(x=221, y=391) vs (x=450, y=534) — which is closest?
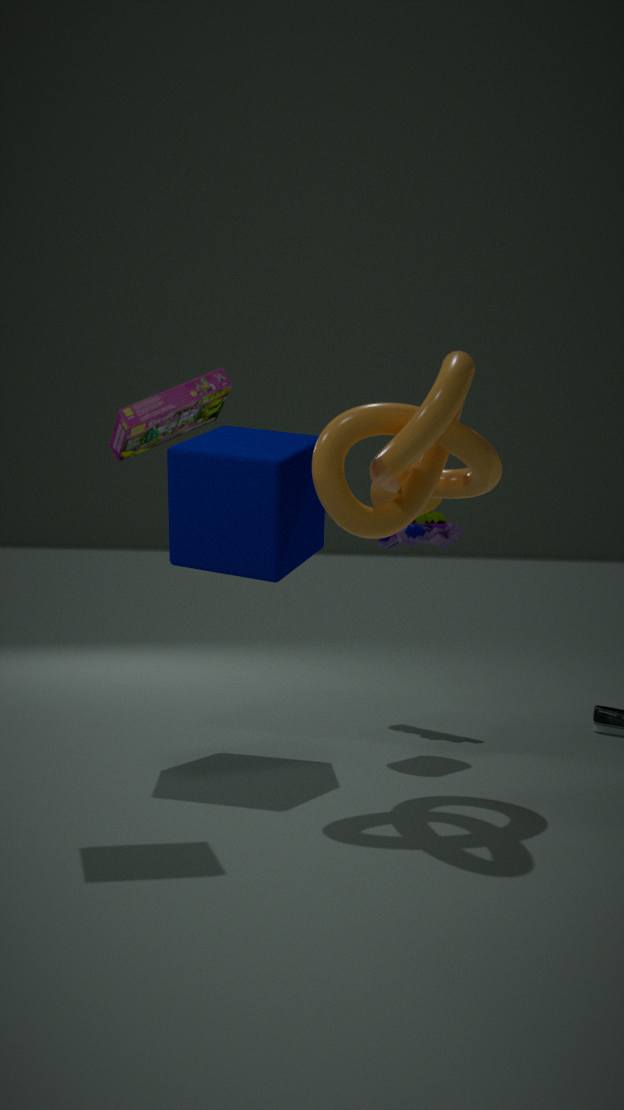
(x=221, y=391)
